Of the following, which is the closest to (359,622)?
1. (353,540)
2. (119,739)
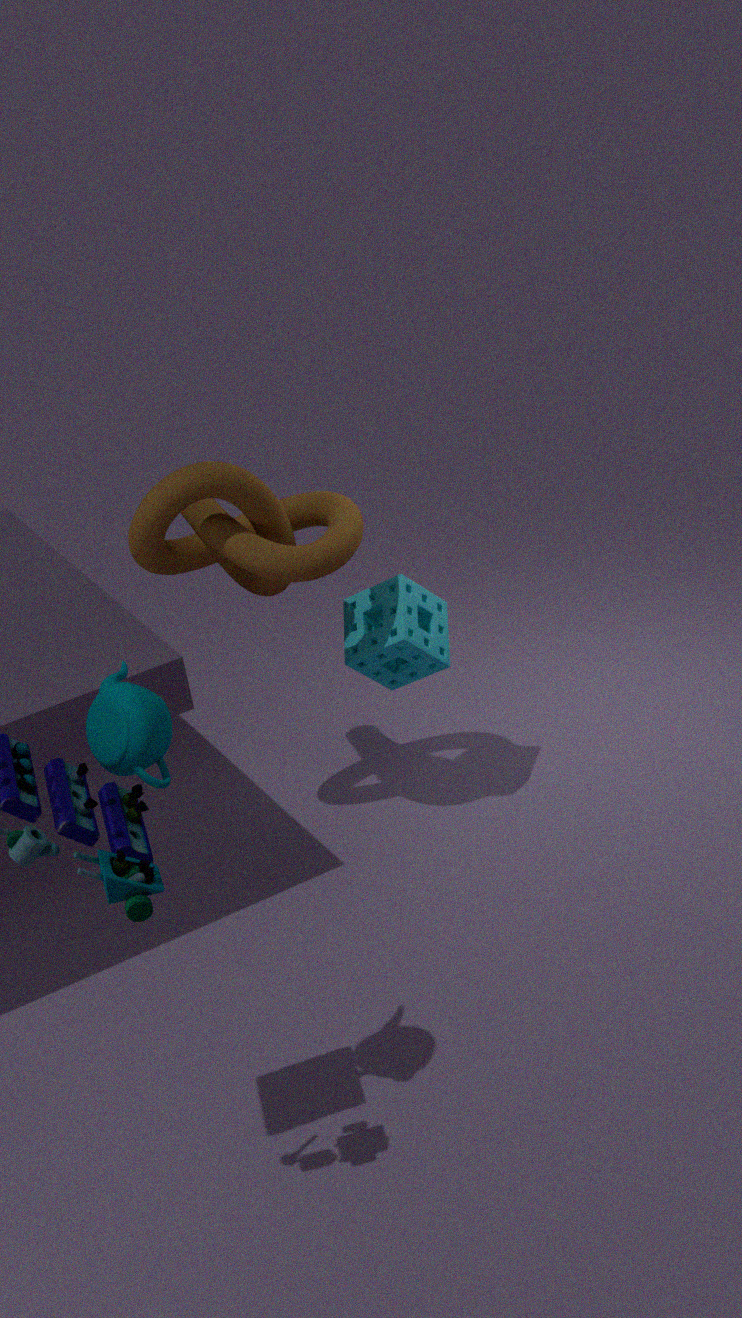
(353,540)
